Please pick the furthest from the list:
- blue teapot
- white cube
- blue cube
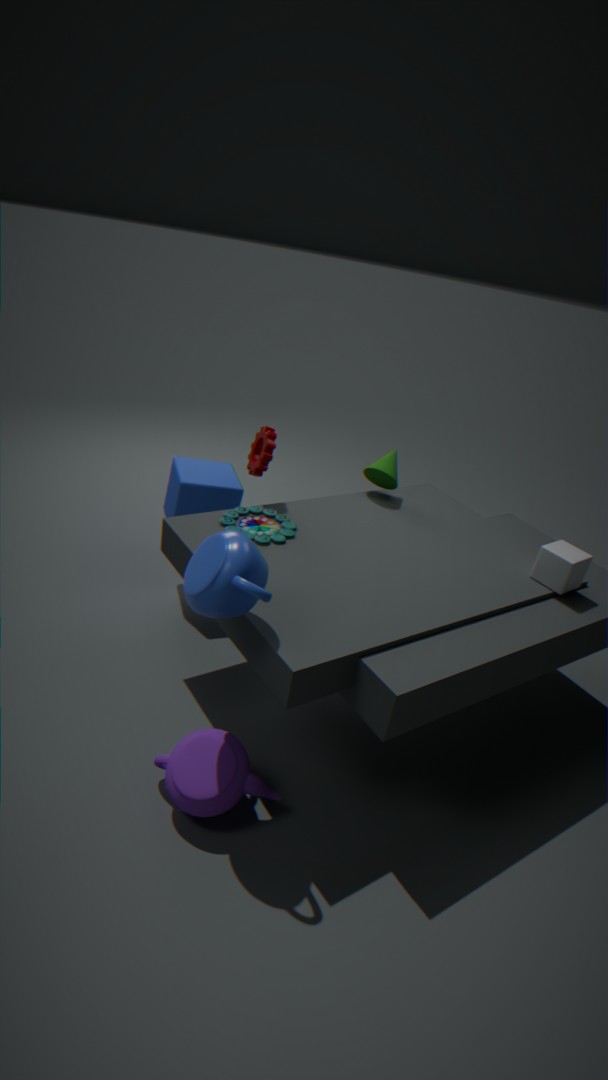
blue cube
